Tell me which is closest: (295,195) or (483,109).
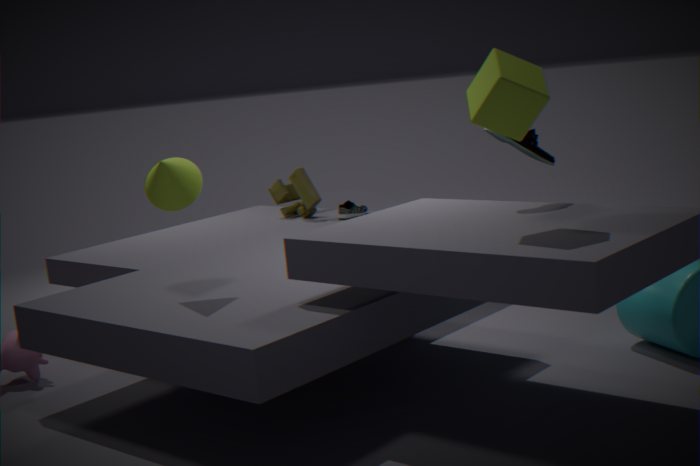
(483,109)
